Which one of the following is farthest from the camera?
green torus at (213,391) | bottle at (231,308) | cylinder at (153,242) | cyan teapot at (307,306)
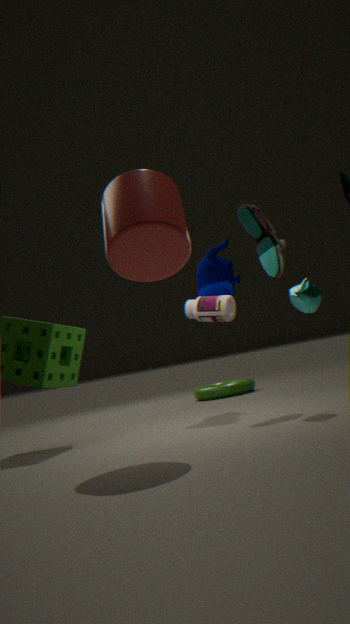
green torus at (213,391)
